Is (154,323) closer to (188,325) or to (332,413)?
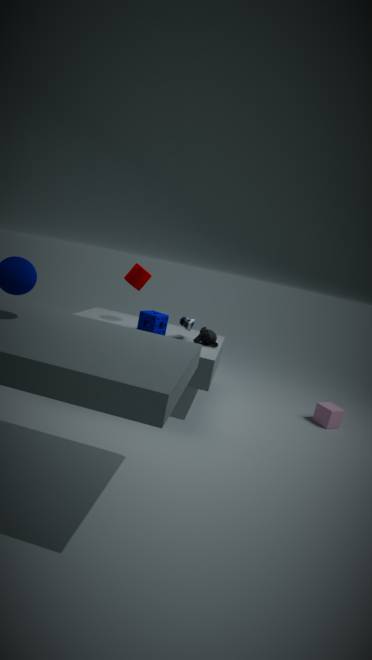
(188,325)
